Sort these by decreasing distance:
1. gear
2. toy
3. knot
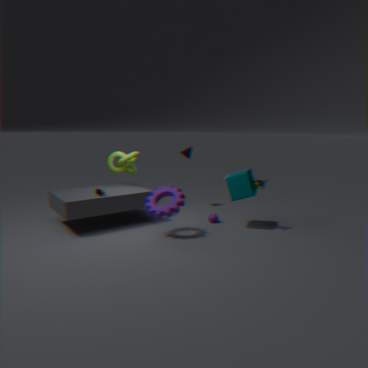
1. knot
2. toy
3. gear
